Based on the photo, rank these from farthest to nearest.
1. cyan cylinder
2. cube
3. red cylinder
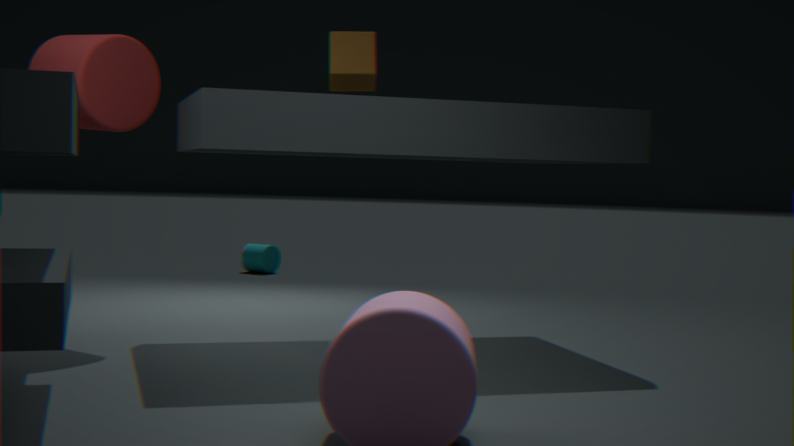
cyan cylinder → cube → red cylinder
